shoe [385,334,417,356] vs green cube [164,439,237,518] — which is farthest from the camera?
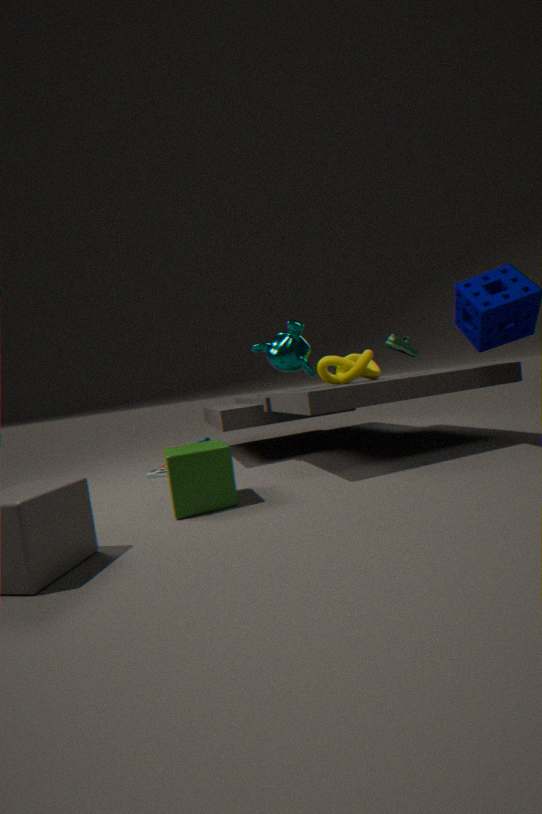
shoe [385,334,417,356]
